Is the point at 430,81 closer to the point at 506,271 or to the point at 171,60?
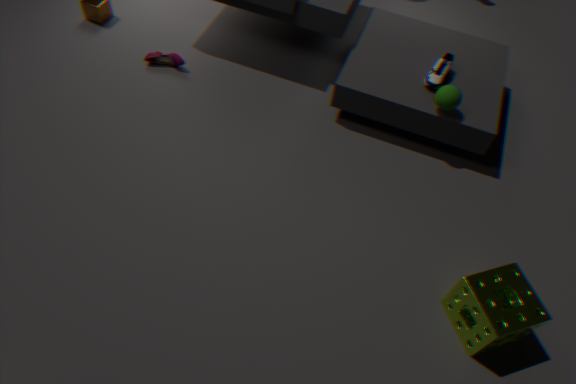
the point at 506,271
